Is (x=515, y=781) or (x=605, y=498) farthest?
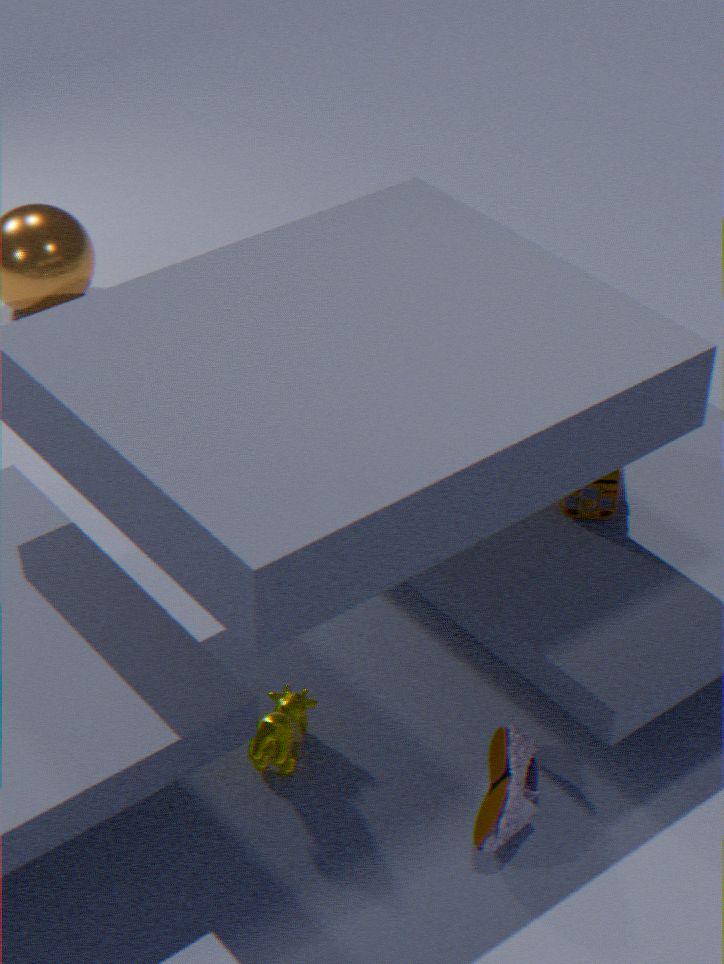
(x=605, y=498)
